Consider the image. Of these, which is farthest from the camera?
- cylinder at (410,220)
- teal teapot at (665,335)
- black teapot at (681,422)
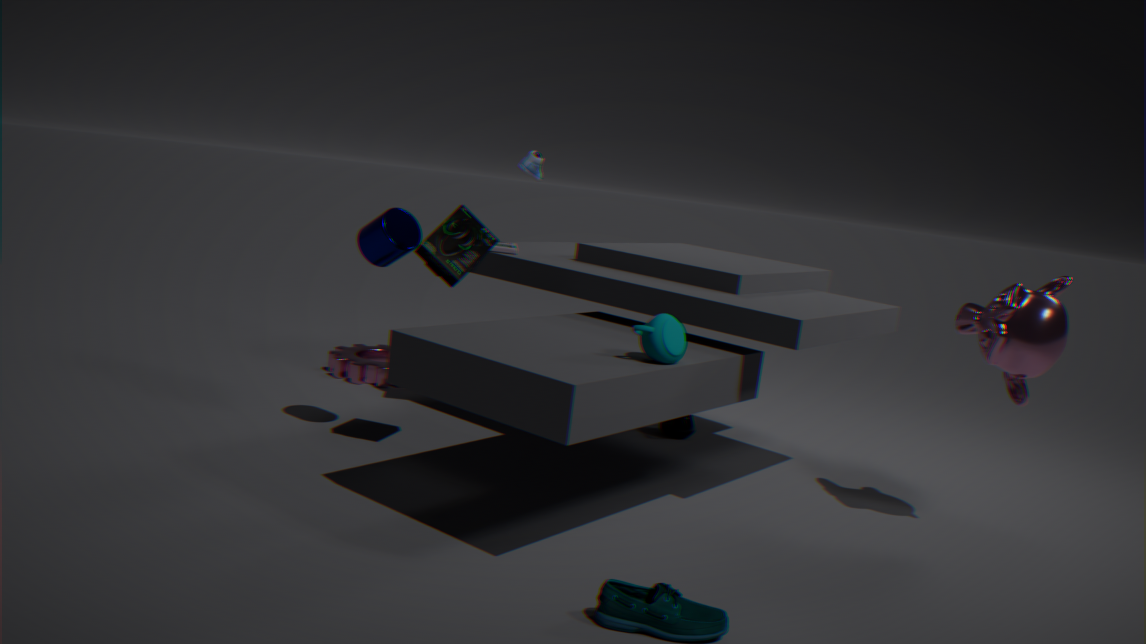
black teapot at (681,422)
